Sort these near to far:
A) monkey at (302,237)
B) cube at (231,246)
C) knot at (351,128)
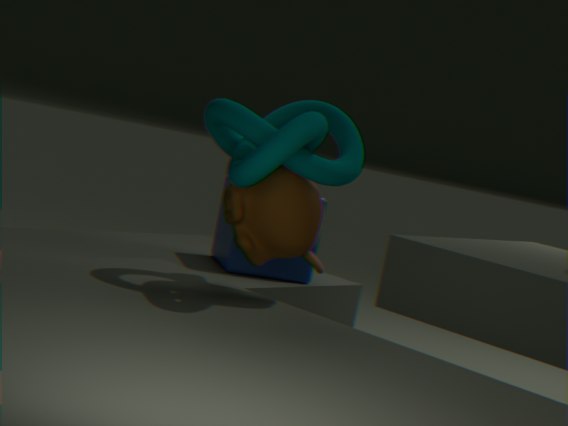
knot at (351,128) → monkey at (302,237) → cube at (231,246)
